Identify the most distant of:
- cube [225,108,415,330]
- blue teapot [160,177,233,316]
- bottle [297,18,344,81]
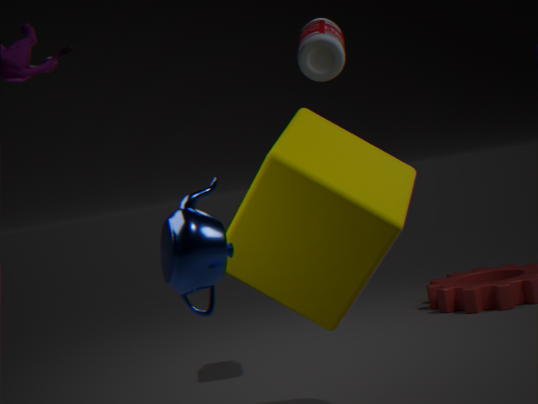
bottle [297,18,344,81]
